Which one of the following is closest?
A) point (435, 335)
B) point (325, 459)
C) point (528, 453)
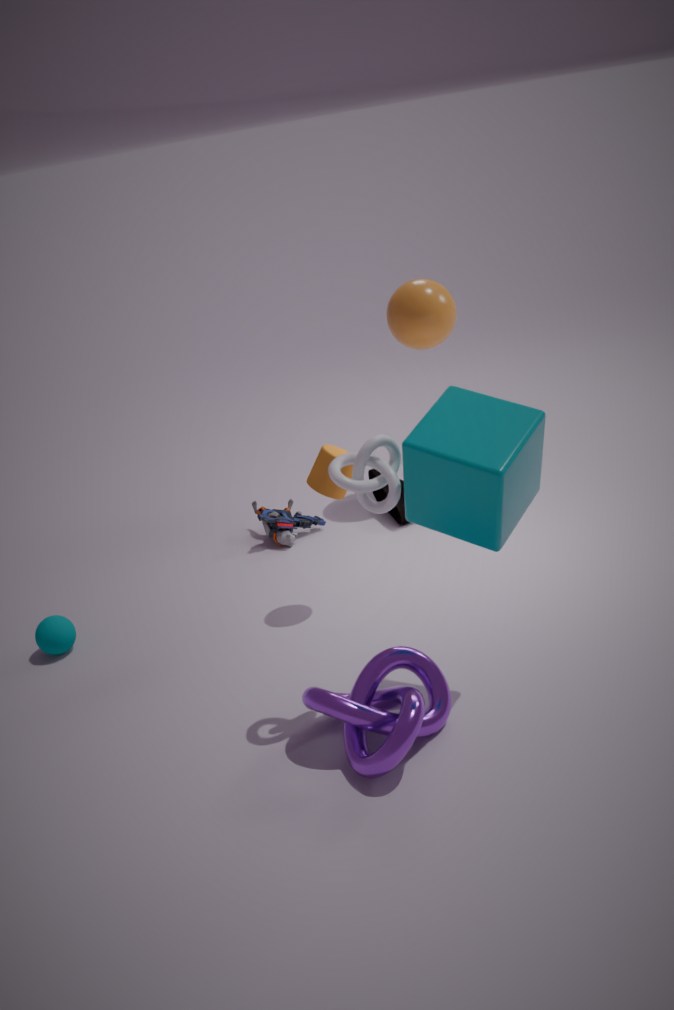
point (528, 453)
